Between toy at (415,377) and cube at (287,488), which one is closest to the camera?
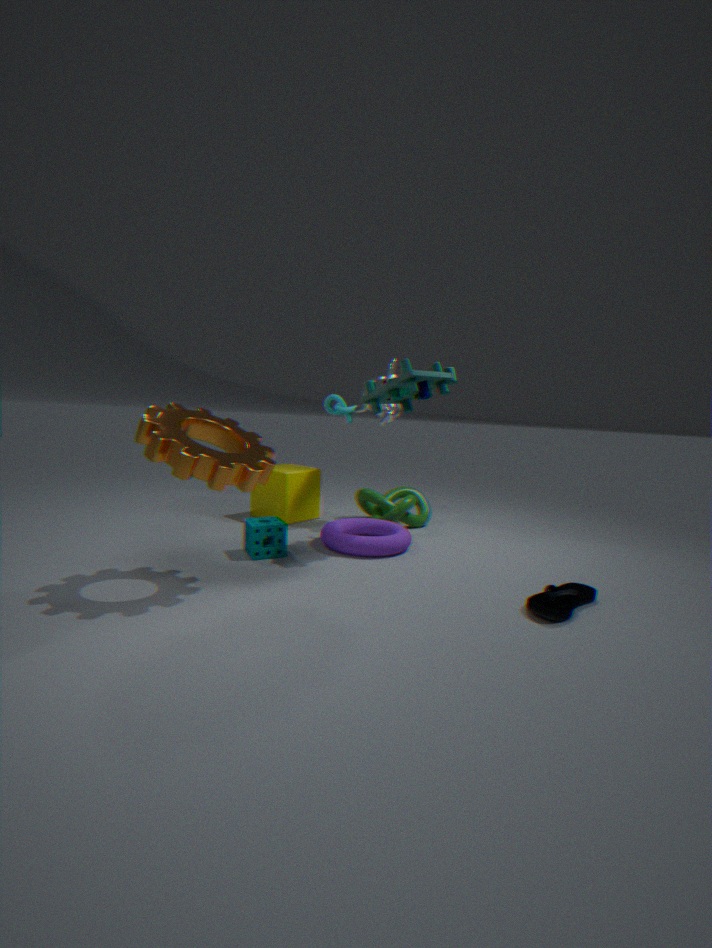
toy at (415,377)
